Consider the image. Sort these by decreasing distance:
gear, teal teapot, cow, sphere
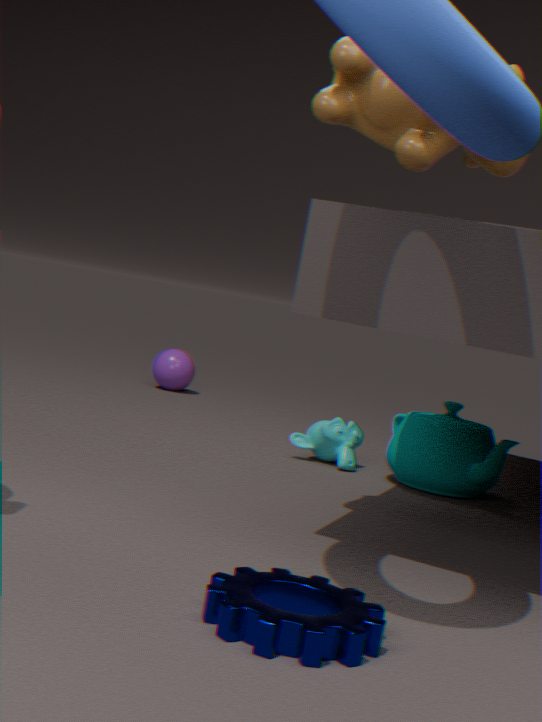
sphere, teal teapot, cow, gear
